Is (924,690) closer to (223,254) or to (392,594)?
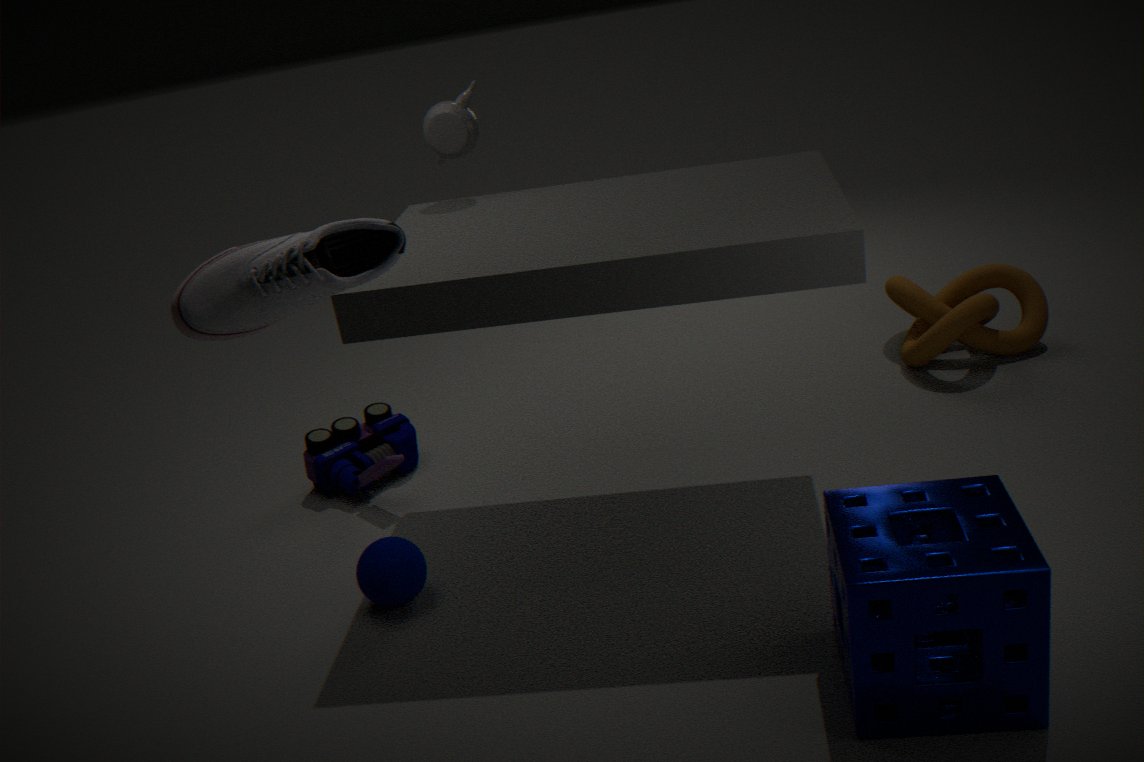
(392,594)
